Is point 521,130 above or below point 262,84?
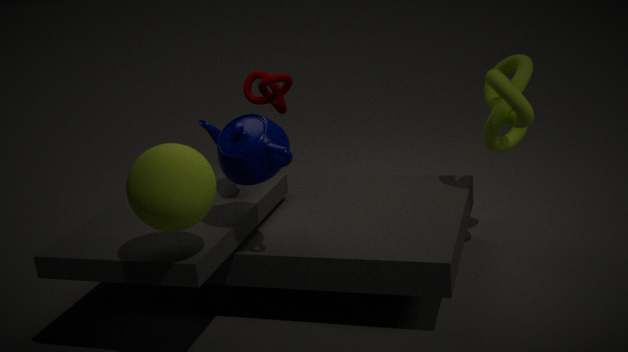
below
